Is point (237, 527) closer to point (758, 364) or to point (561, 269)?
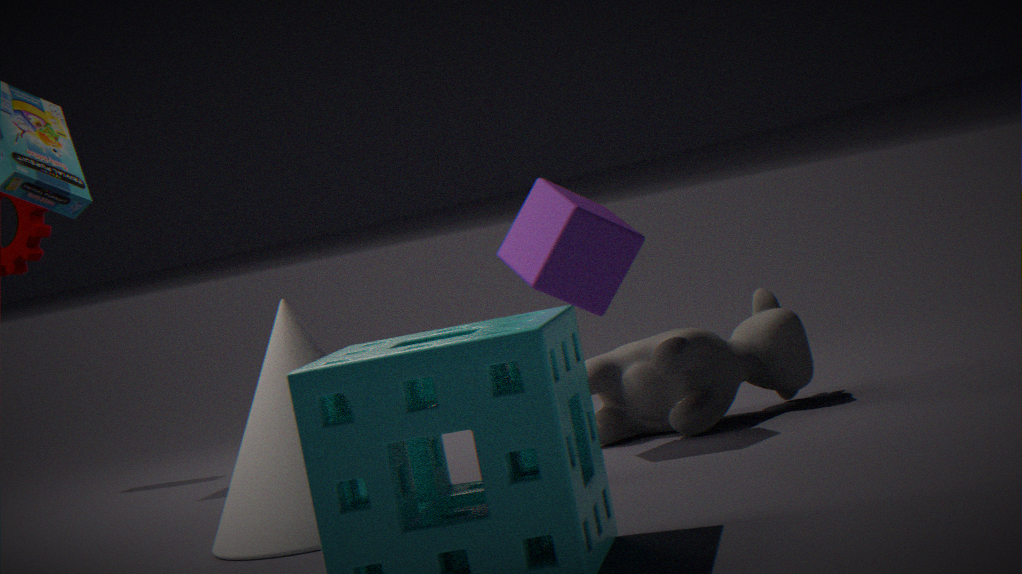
point (561, 269)
